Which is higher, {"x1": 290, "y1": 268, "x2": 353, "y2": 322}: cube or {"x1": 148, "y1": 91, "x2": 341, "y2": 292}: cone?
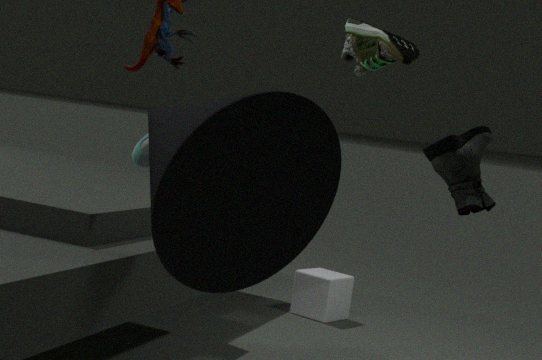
{"x1": 148, "y1": 91, "x2": 341, "y2": 292}: cone
